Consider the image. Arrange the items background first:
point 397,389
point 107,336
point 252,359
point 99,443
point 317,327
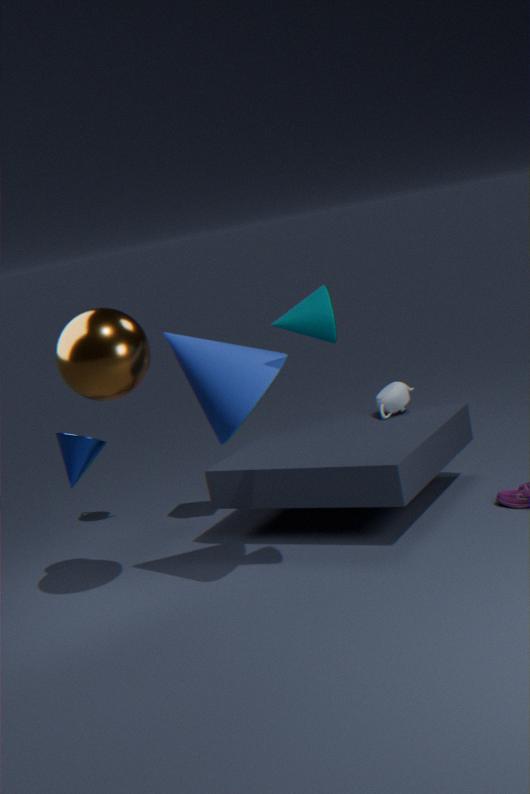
1. point 397,389
2. point 99,443
3. point 252,359
4. point 107,336
5. point 317,327
